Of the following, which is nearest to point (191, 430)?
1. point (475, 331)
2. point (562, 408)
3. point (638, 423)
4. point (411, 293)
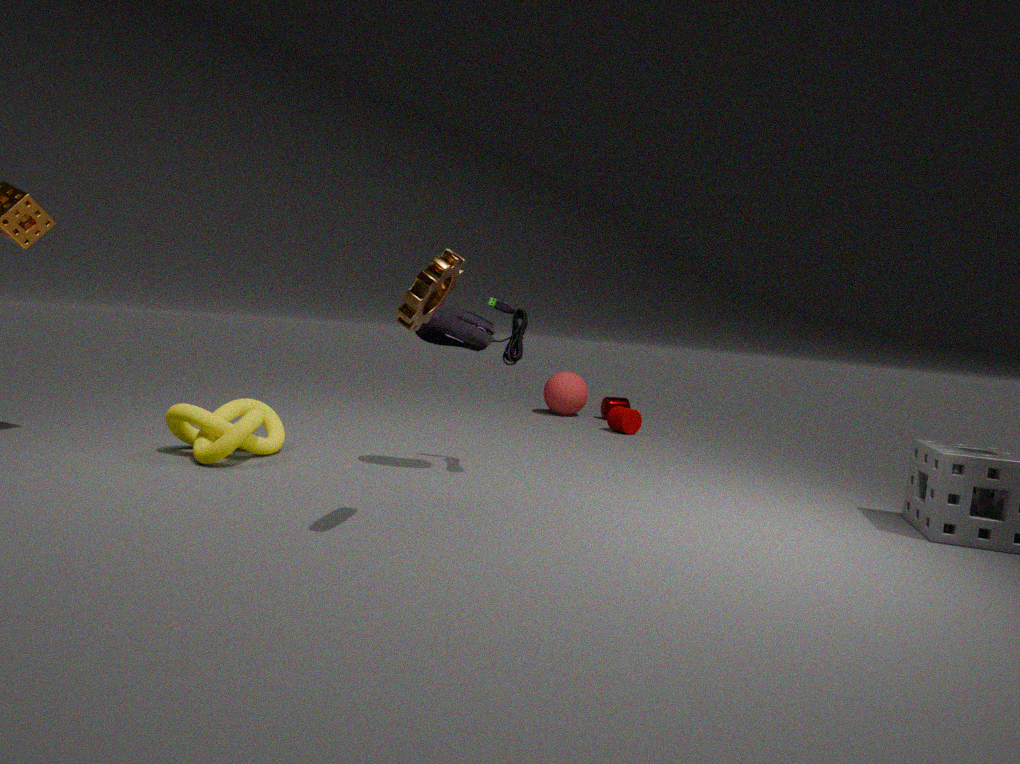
point (475, 331)
